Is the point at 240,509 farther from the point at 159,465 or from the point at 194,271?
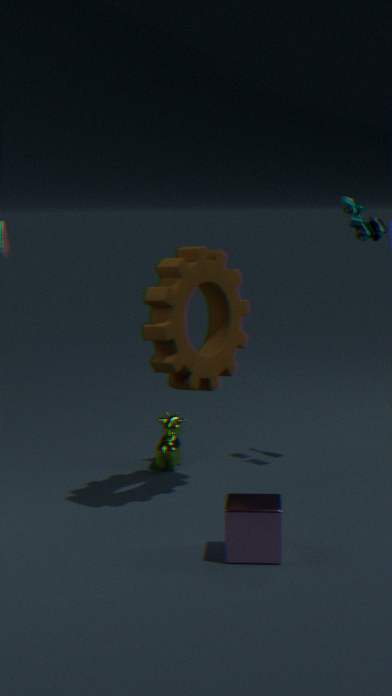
the point at 159,465
